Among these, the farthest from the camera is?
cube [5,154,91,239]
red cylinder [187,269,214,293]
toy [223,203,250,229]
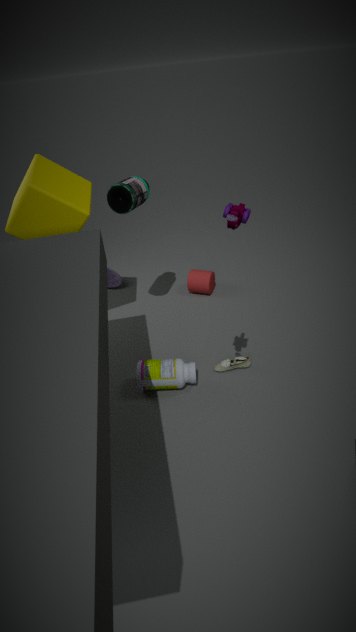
red cylinder [187,269,214,293]
